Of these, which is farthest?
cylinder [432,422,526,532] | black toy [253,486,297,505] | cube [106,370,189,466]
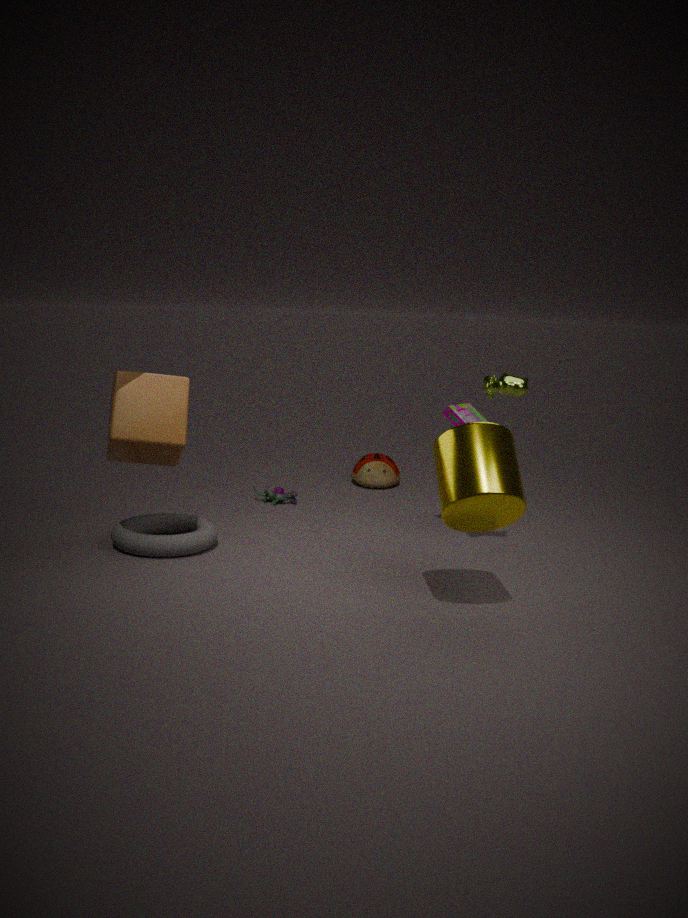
black toy [253,486,297,505]
